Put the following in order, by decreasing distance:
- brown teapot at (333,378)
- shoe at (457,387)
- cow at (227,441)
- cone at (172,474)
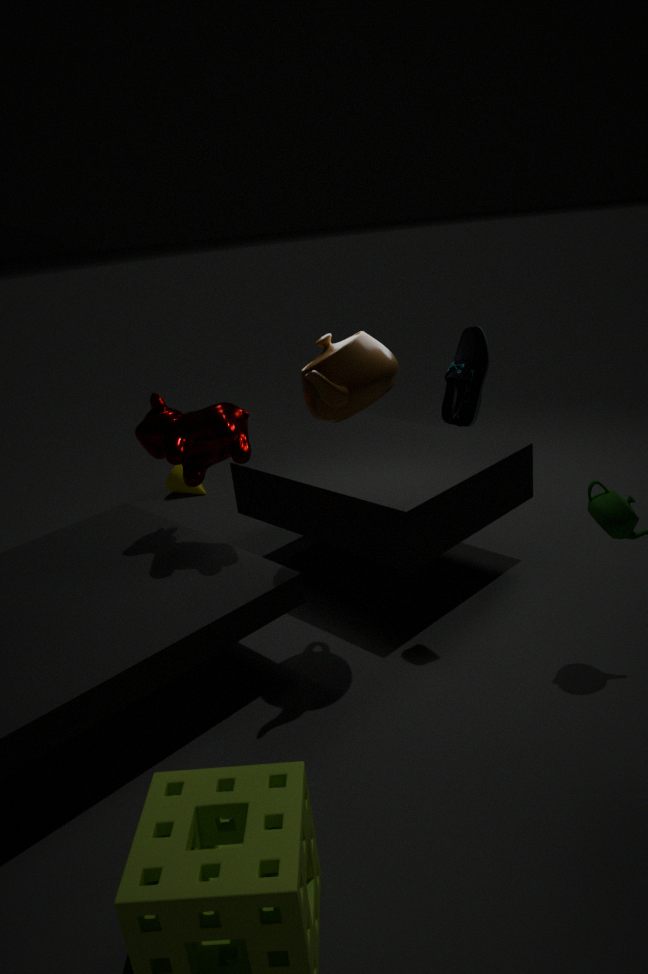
cone at (172,474) < cow at (227,441) < shoe at (457,387) < brown teapot at (333,378)
